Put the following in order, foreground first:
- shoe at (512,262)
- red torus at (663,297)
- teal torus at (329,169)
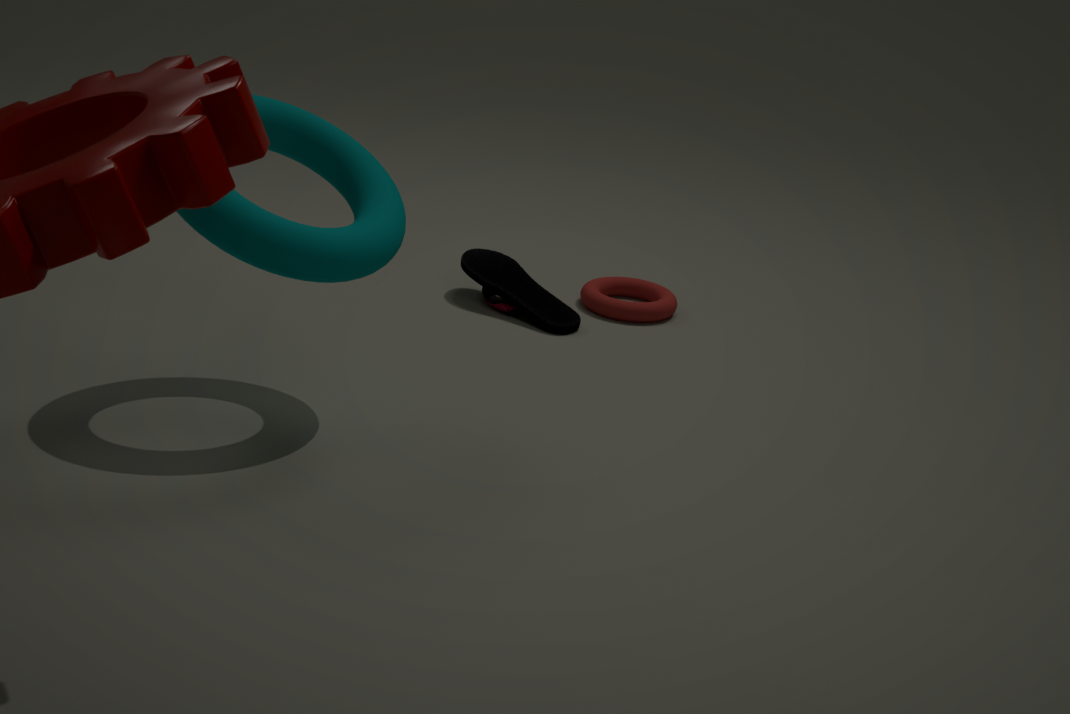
1. teal torus at (329,169)
2. shoe at (512,262)
3. red torus at (663,297)
